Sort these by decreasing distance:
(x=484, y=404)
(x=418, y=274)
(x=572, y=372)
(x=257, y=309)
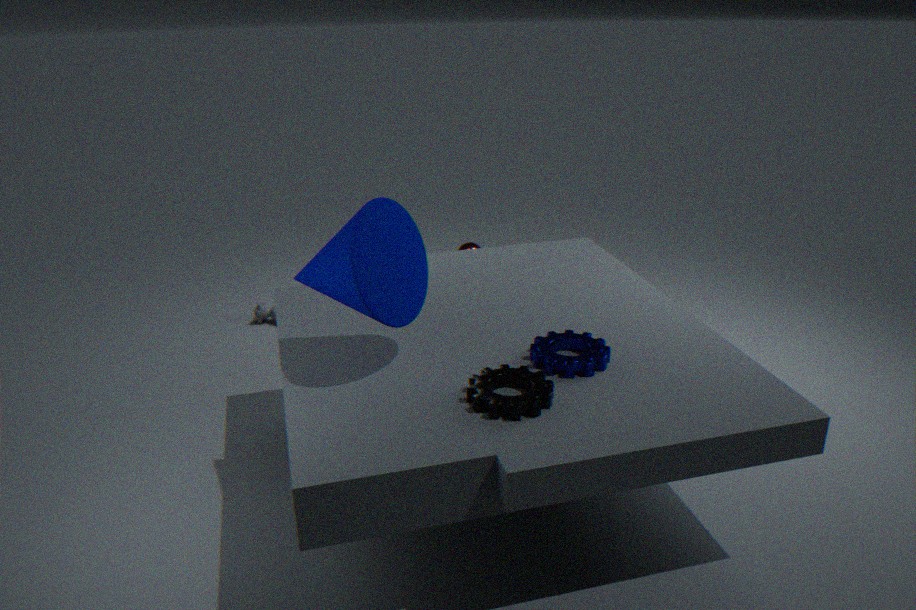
(x=257, y=309) → (x=418, y=274) → (x=572, y=372) → (x=484, y=404)
